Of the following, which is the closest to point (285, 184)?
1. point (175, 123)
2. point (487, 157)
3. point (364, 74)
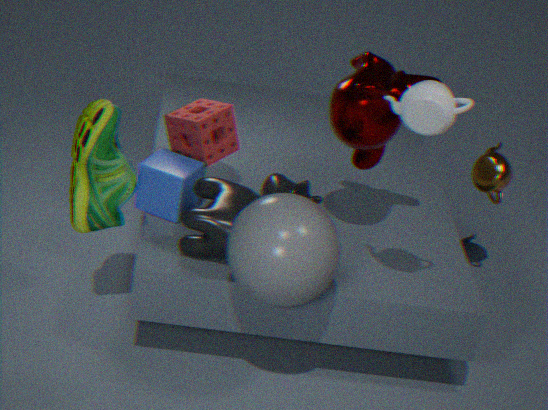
point (175, 123)
